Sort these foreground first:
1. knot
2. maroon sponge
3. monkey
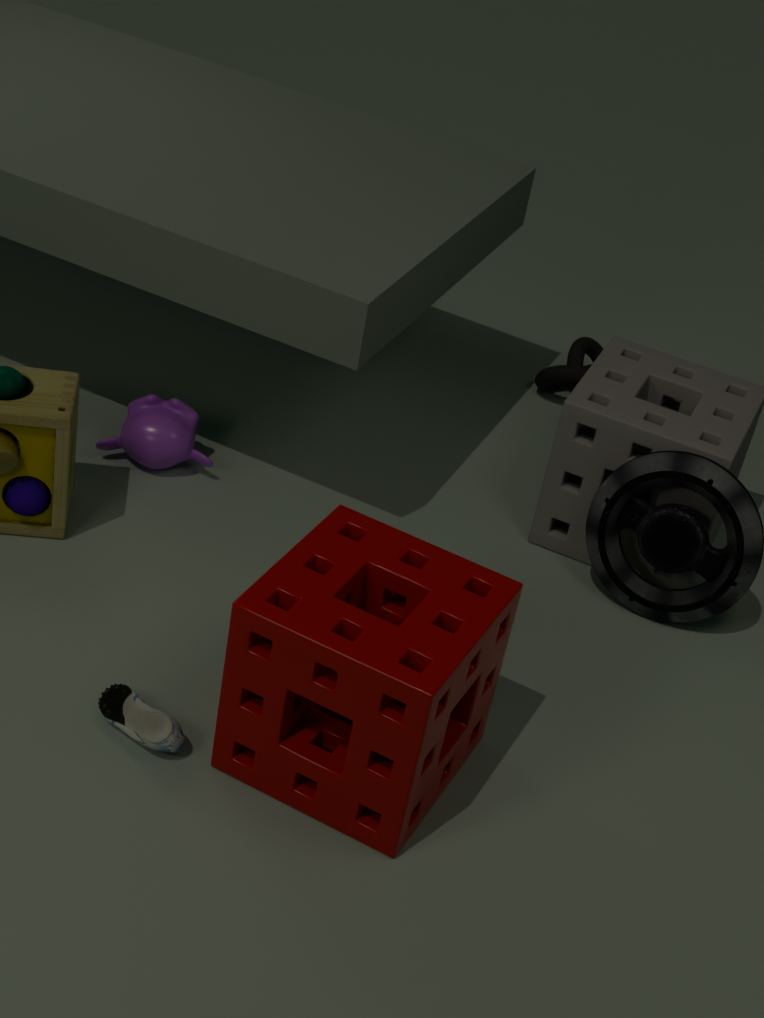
maroon sponge → monkey → knot
